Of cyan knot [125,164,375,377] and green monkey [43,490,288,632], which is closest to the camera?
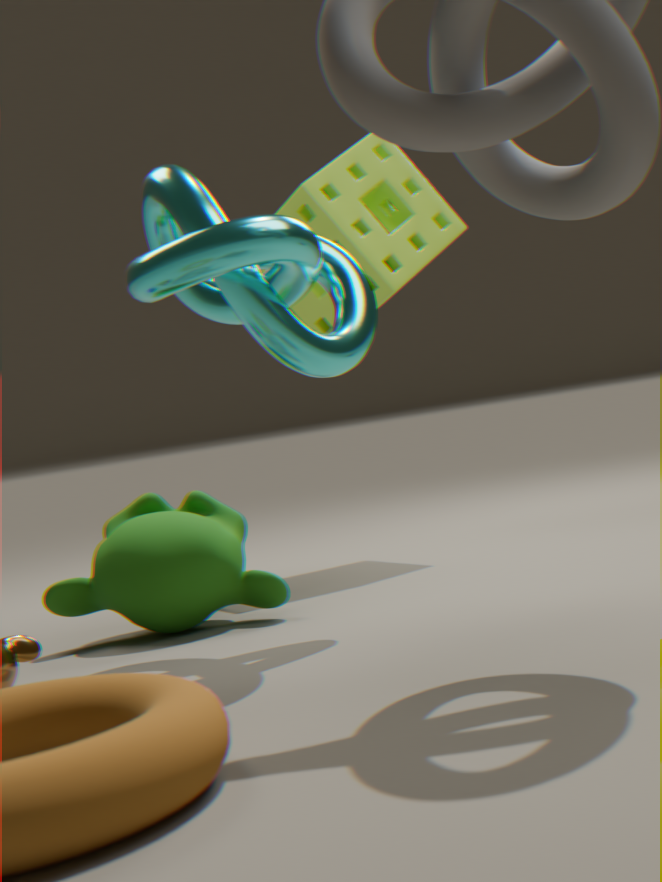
cyan knot [125,164,375,377]
